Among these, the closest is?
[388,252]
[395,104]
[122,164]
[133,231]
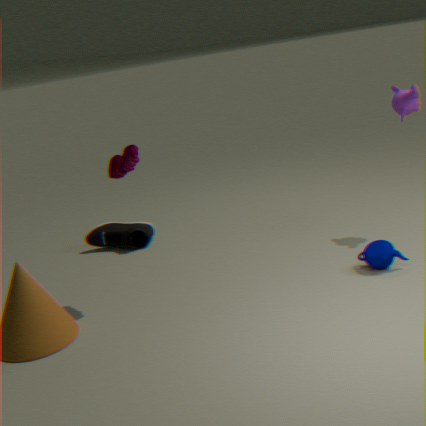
[388,252]
